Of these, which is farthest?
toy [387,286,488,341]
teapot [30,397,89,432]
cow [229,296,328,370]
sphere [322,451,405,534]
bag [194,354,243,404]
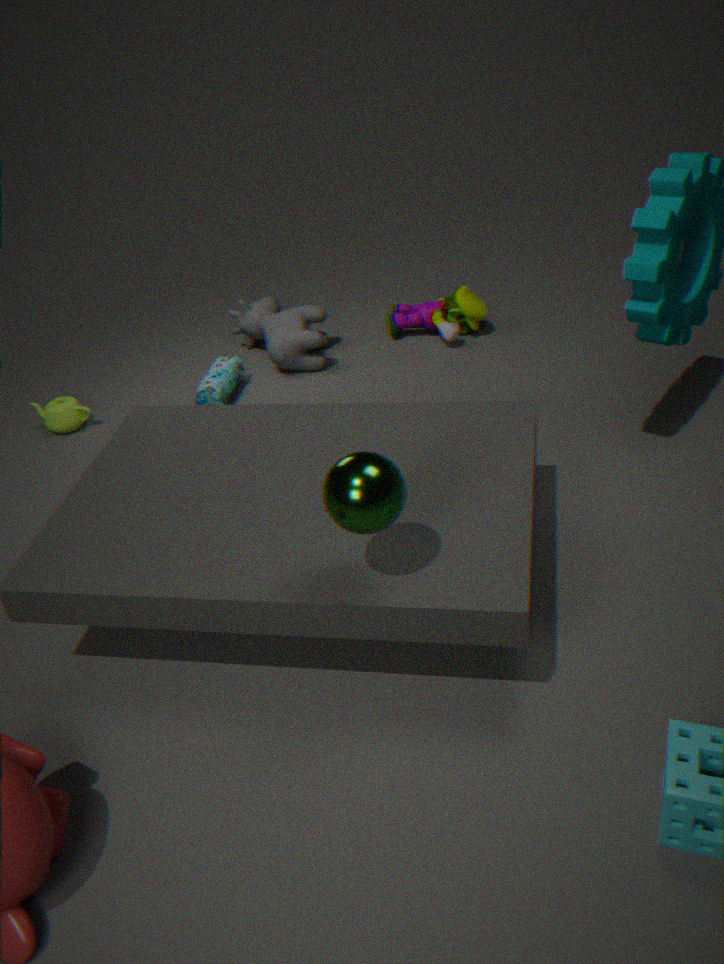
toy [387,286,488,341]
